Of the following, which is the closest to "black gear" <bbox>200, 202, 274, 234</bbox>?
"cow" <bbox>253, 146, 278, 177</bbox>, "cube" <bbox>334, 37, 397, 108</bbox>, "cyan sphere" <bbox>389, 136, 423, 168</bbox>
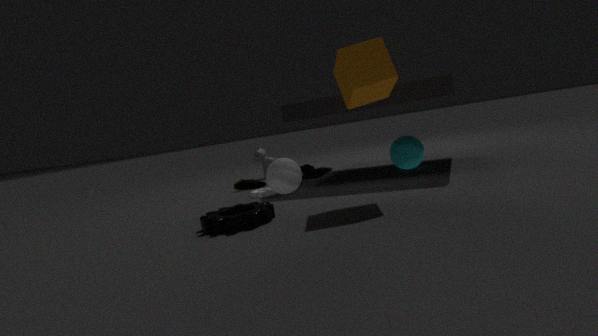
"cube" <bbox>334, 37, 397, 108</bbox>
